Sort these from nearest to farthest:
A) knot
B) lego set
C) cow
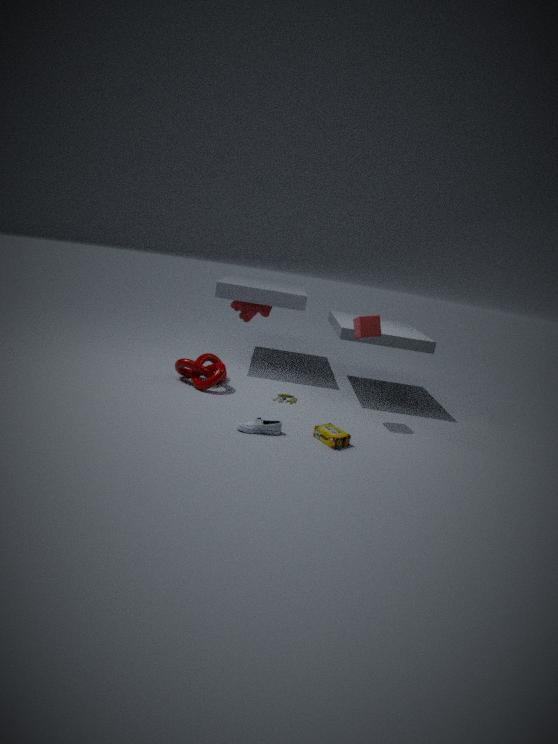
lego set
knot
cow
